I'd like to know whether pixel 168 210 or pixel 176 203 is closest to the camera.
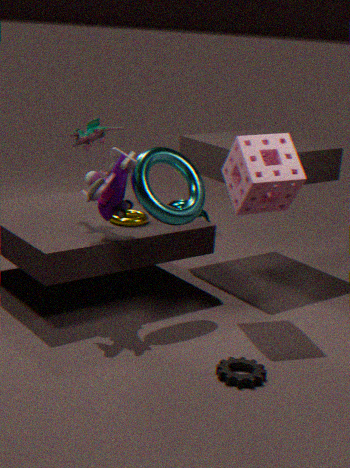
pixel 168 210
